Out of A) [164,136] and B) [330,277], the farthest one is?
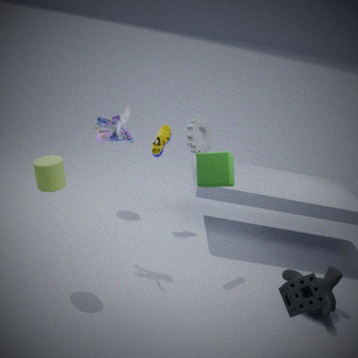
A. [164,136]
